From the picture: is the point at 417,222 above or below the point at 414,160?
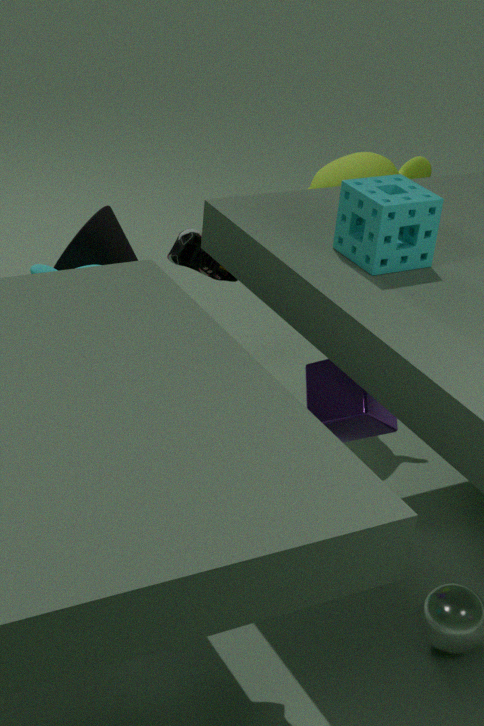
above
